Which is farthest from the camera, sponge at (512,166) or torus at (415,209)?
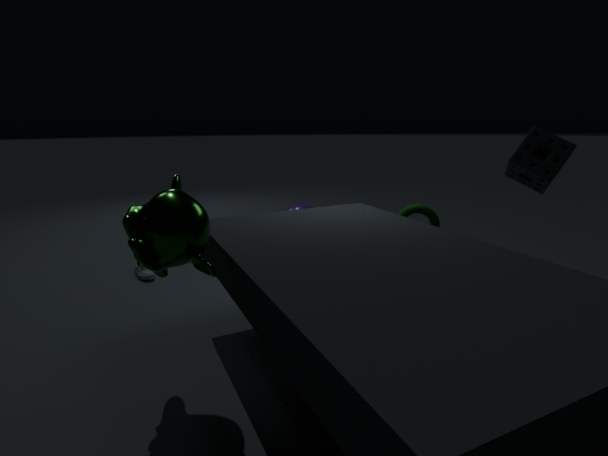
torus at (415,209)
